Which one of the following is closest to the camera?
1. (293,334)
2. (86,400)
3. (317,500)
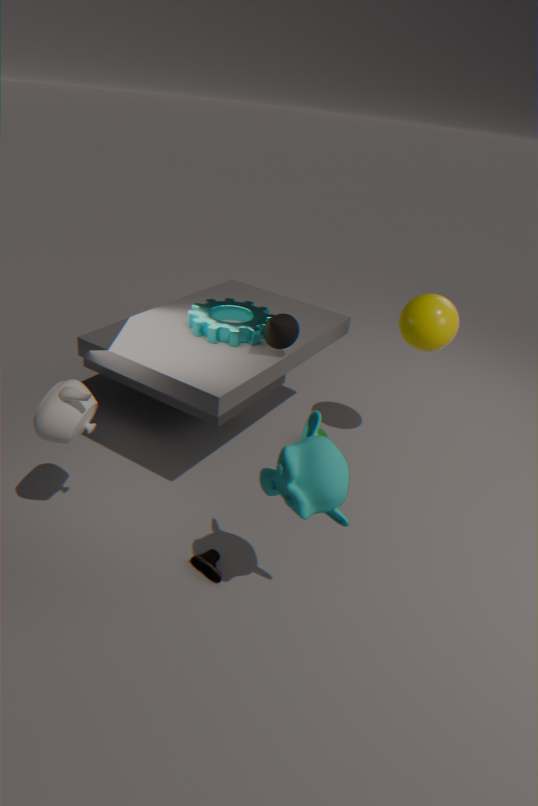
(317,500)
